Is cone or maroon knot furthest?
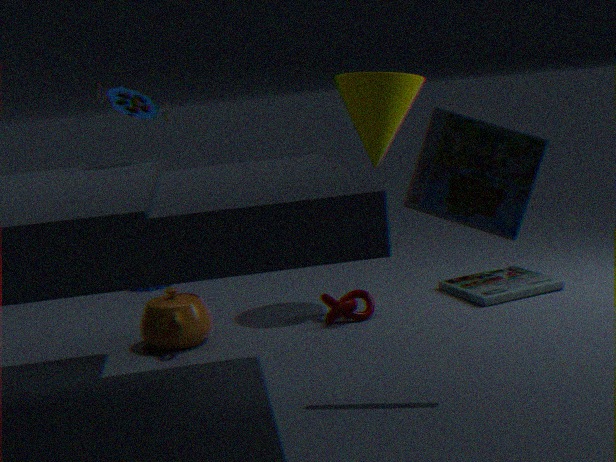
maroon knot
